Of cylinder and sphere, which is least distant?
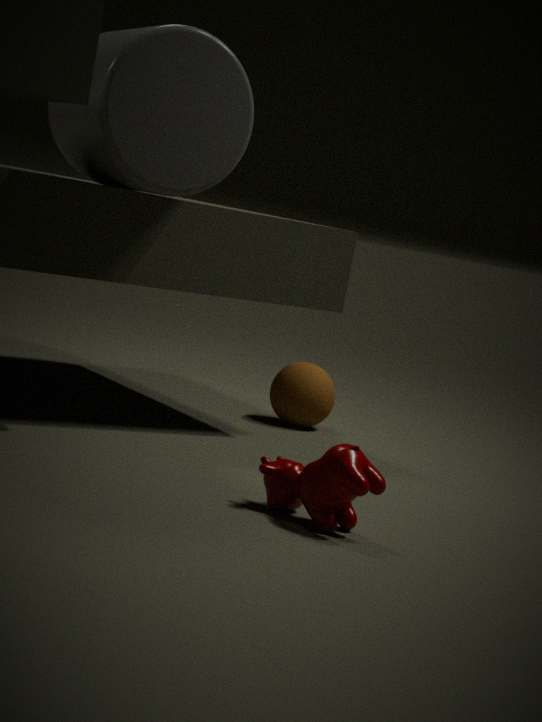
cylinder
